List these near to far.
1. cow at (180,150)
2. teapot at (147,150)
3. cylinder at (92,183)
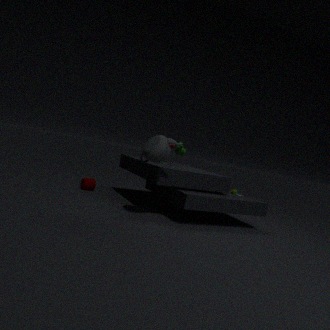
teapot at (147,150), cow at (180,150), cylinder at (92,183)
